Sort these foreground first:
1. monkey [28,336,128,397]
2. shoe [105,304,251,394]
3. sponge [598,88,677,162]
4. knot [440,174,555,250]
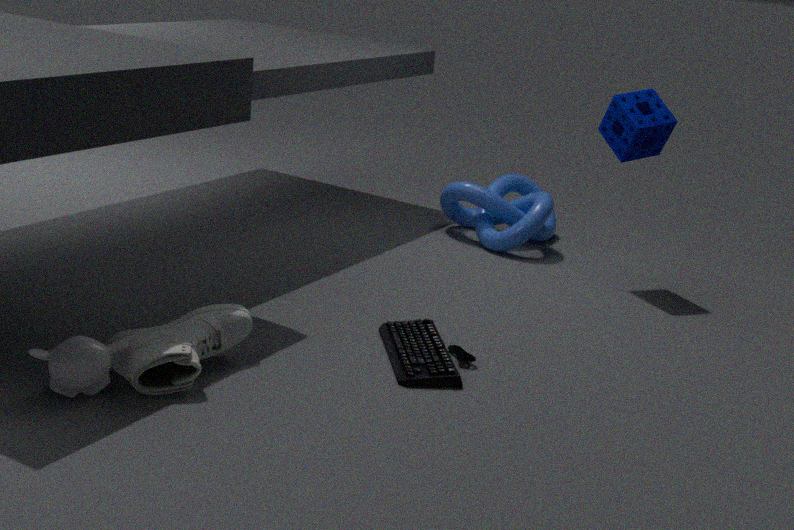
monkey [28,336,128,397] → shoe [105,304,251,394] → sponge [598,88,677,162] → knot [440,174,555,250]
